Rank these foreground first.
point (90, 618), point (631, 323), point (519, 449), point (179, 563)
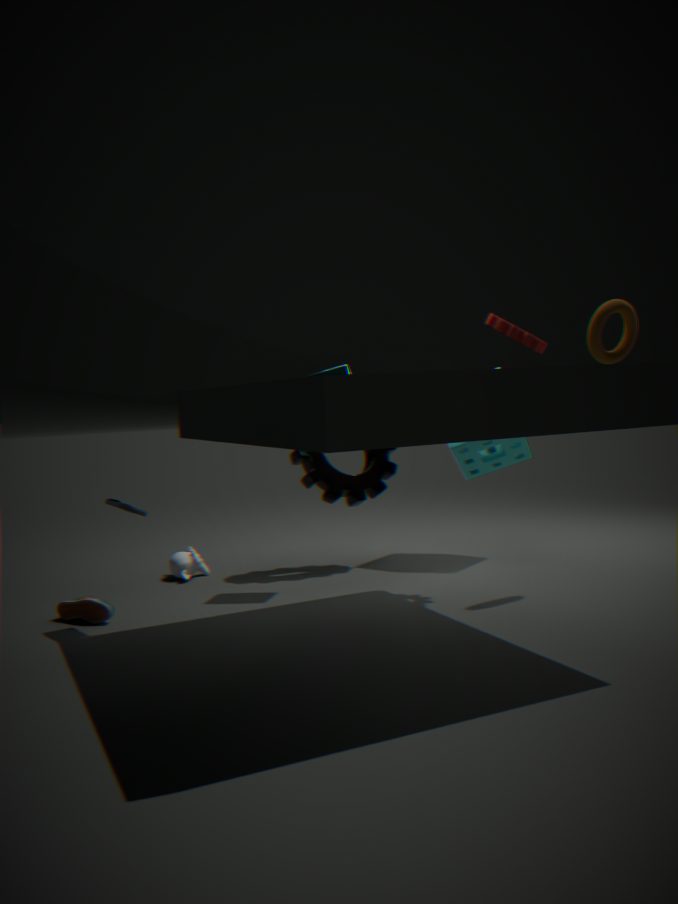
point (90, 618) < point (631, 323) < point (179, 563) < point (519, 449)
